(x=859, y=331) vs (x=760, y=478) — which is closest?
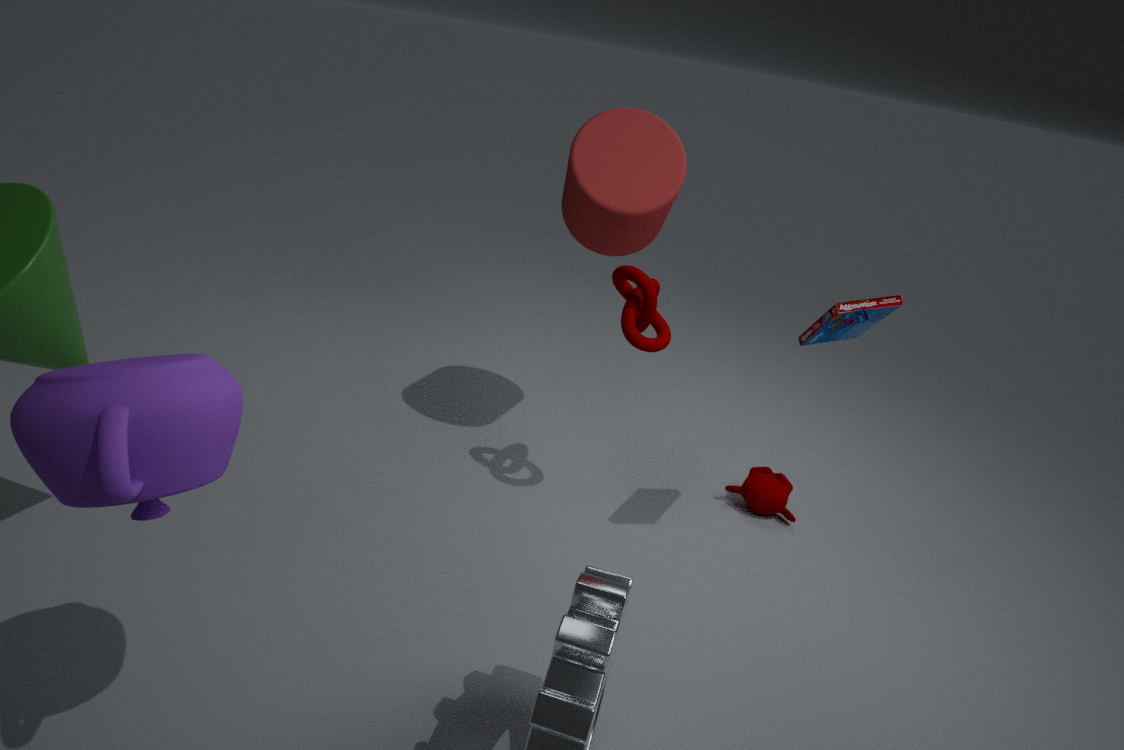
(x=859, y=331)
